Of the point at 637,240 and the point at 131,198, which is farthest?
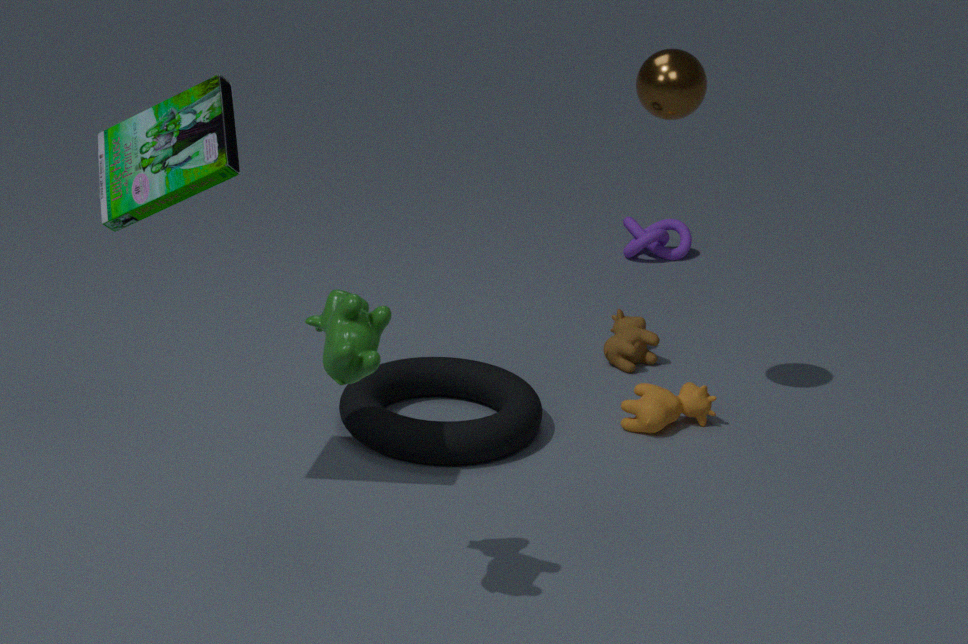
the point at 637,240
